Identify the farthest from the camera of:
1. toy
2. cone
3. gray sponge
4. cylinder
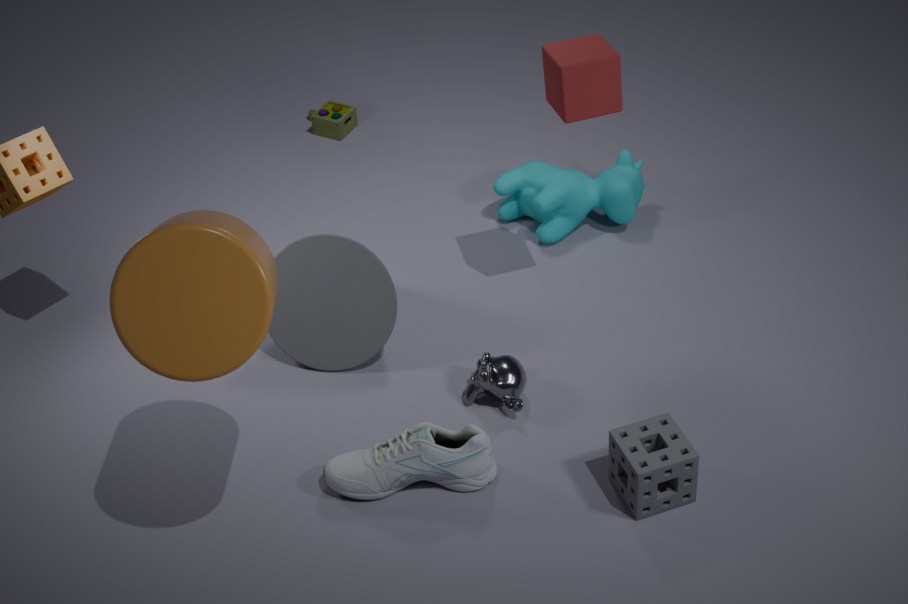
toy
